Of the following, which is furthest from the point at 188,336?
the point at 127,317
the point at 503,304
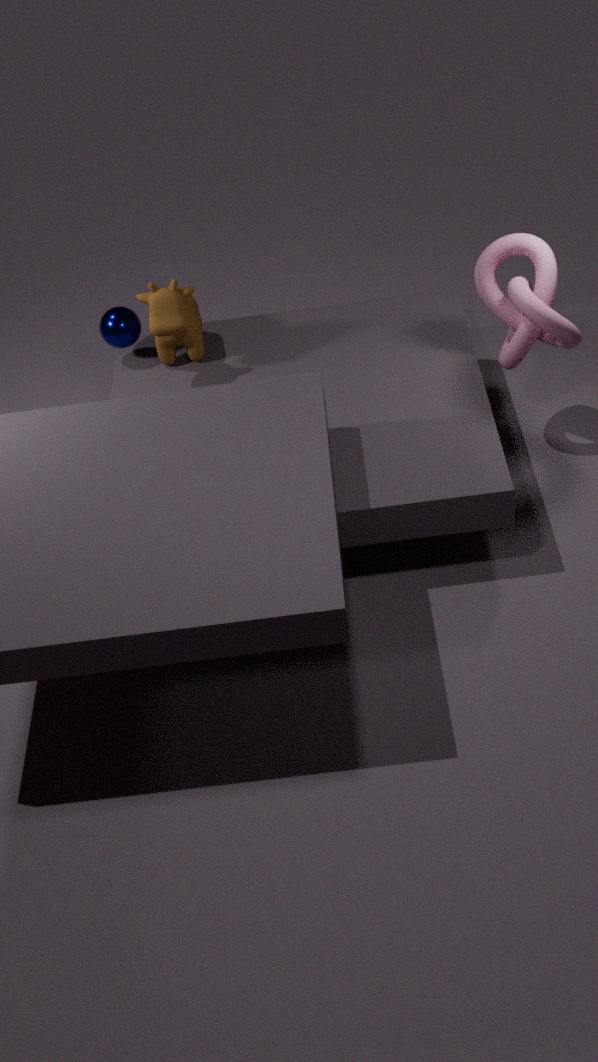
the point at 503,304
